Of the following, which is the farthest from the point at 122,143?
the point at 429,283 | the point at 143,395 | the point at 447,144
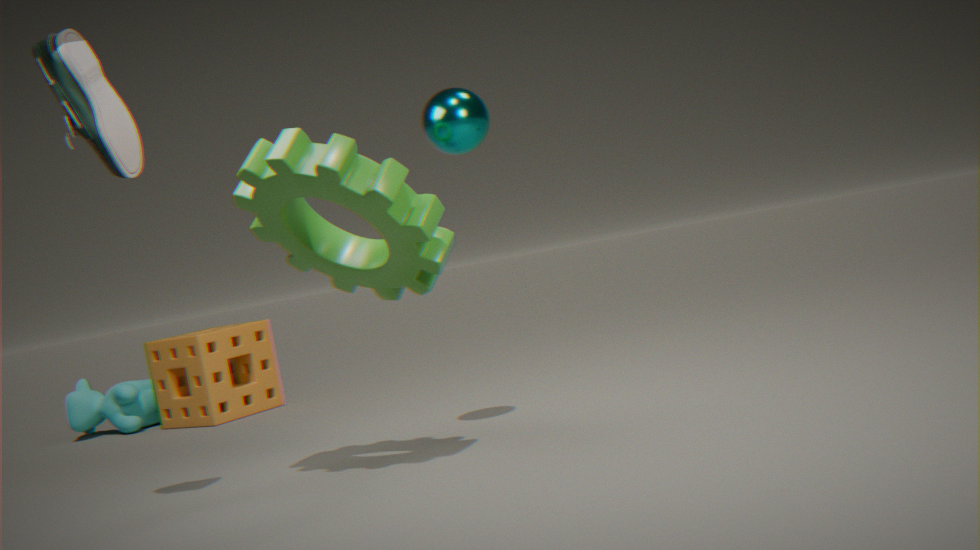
the point at 143,395
